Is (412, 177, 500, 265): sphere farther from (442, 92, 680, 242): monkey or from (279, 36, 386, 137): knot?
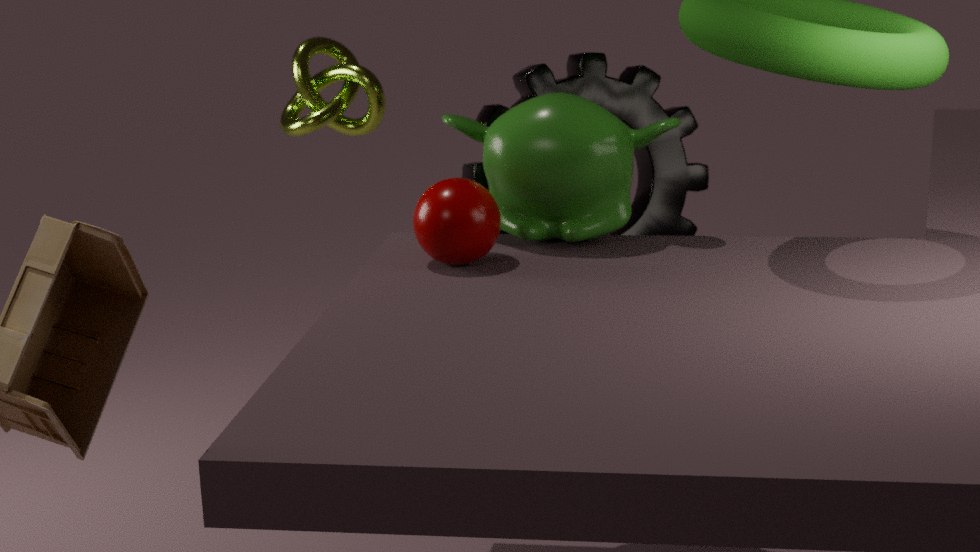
(279, 36, 386, 137): knot
